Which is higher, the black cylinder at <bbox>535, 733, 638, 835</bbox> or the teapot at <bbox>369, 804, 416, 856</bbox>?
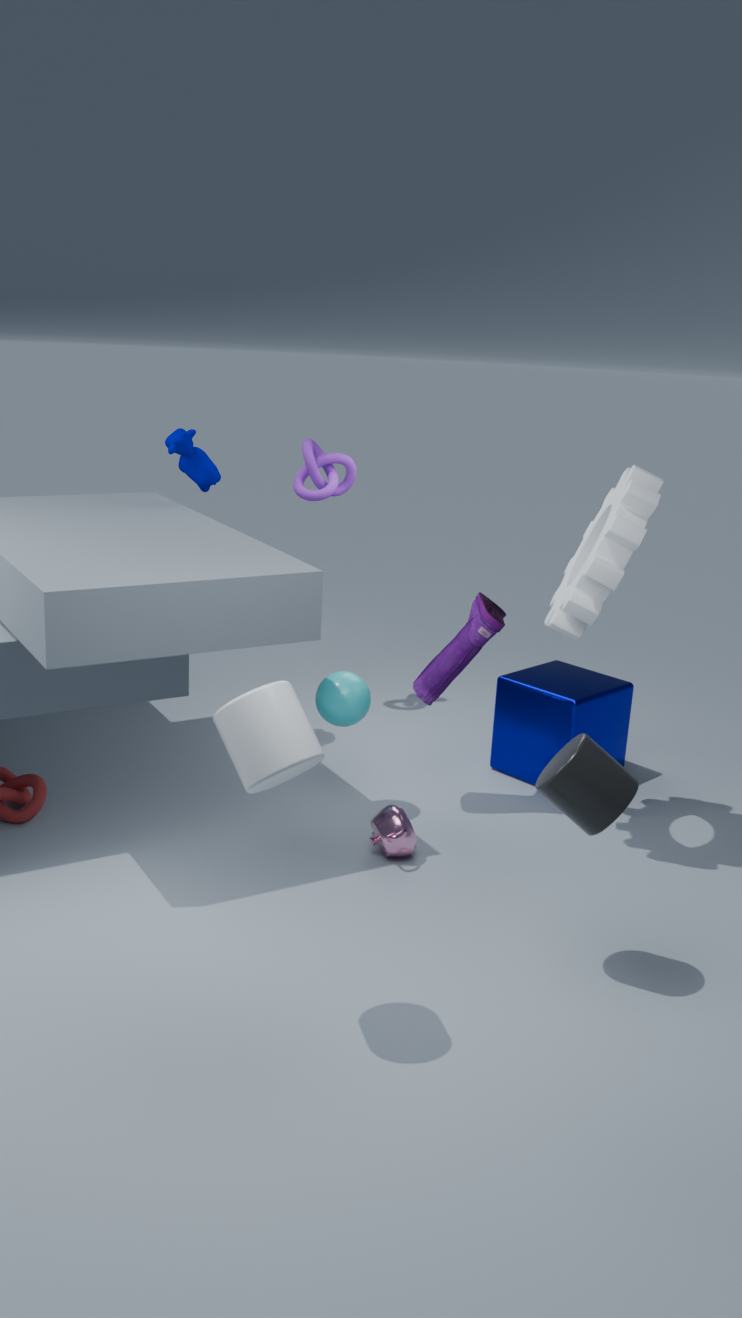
the black cylinder at <bbox>535, 733, 638, 835</bbox>
